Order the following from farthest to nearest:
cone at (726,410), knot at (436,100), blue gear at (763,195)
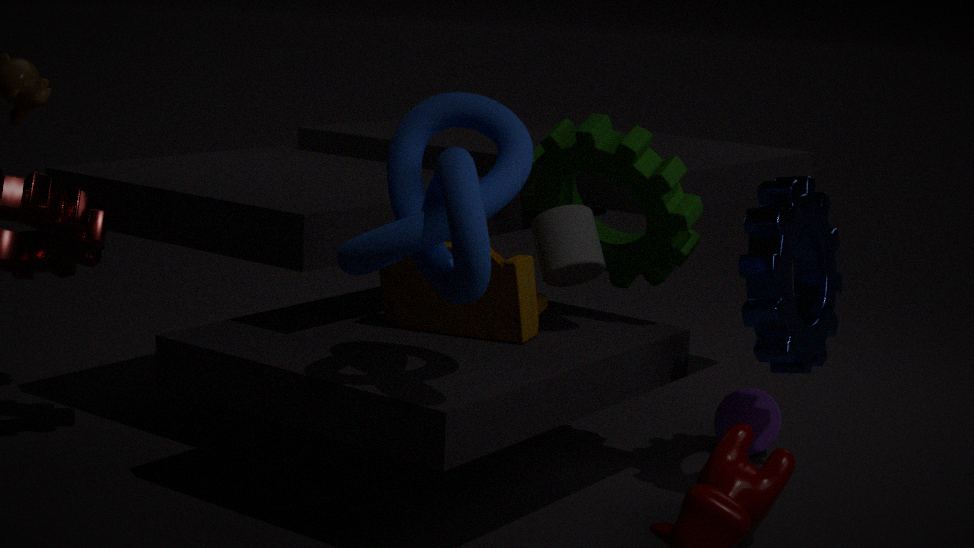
cone at (726,410)
blue gear at (763,195)
knot at (436,100)
